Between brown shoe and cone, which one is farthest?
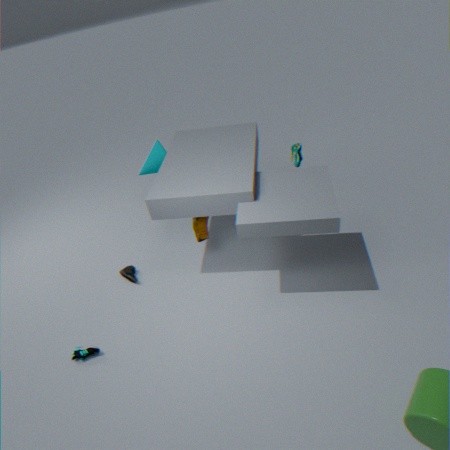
cone
